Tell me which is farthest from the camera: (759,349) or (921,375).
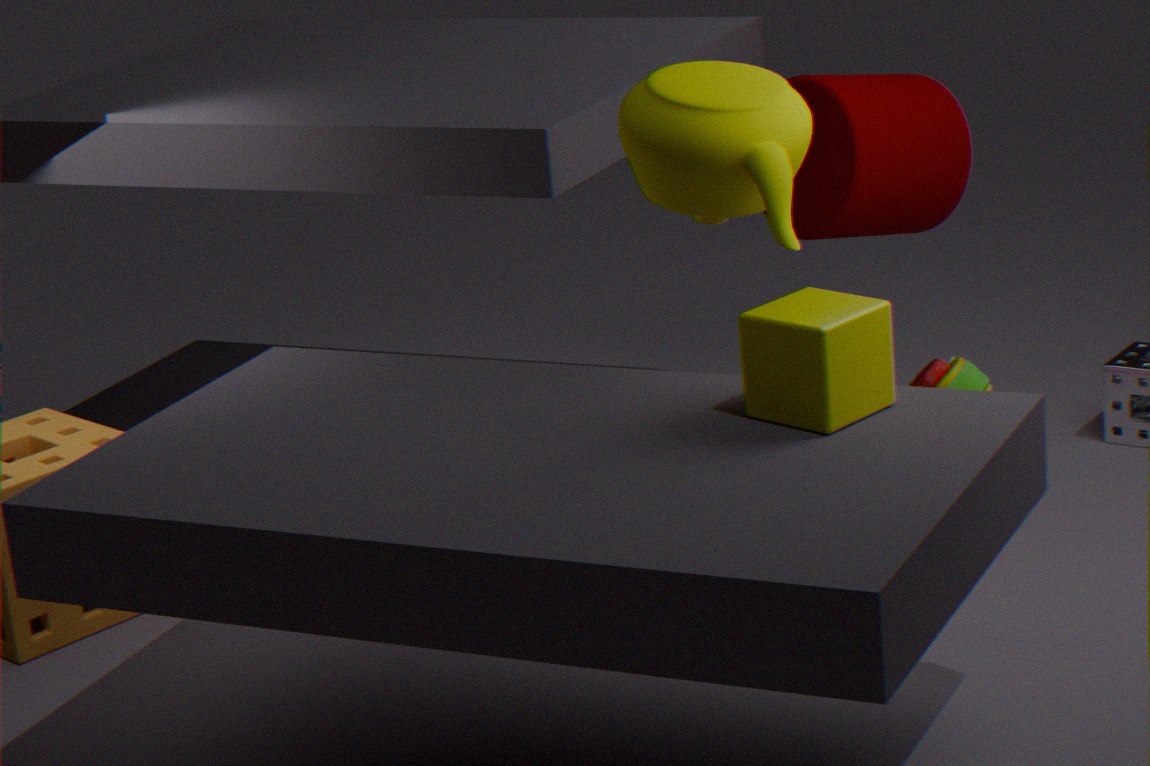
(921,375)
